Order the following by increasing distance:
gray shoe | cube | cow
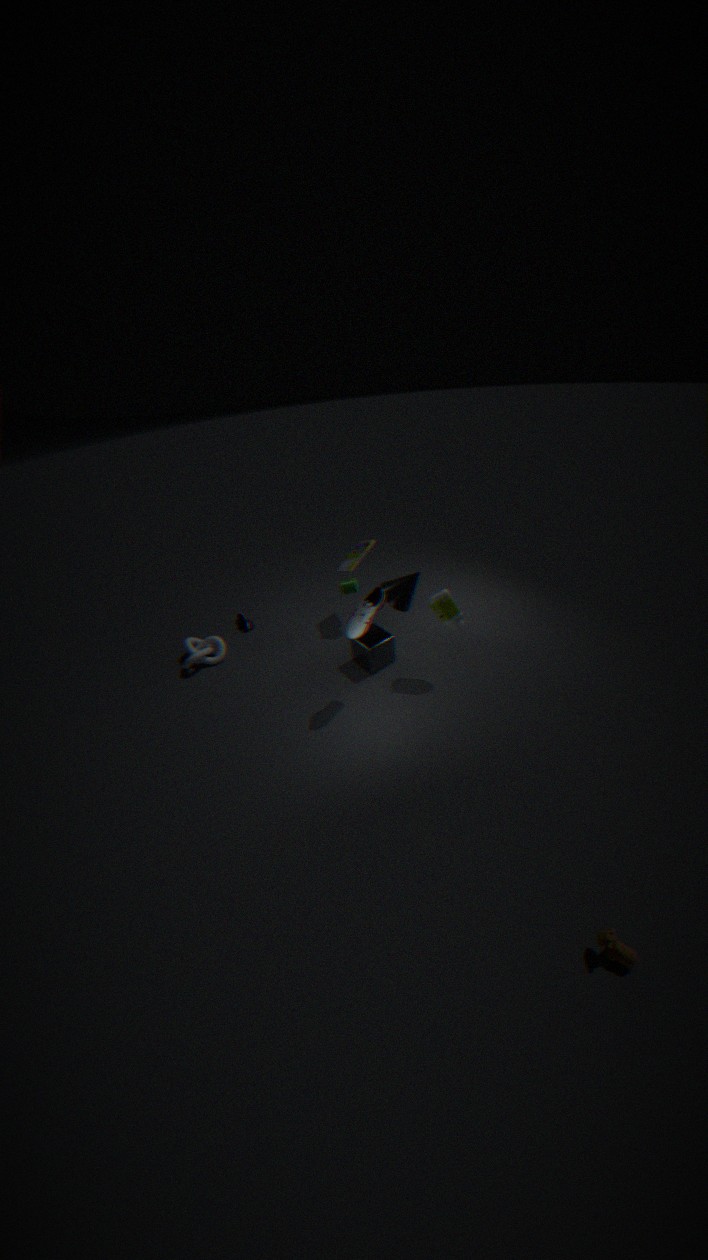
cow → gray shoe → cube
